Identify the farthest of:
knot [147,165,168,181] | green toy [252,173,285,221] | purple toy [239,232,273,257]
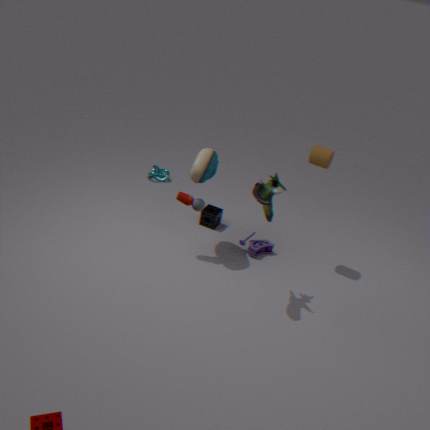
knot [147,165,168,181]
